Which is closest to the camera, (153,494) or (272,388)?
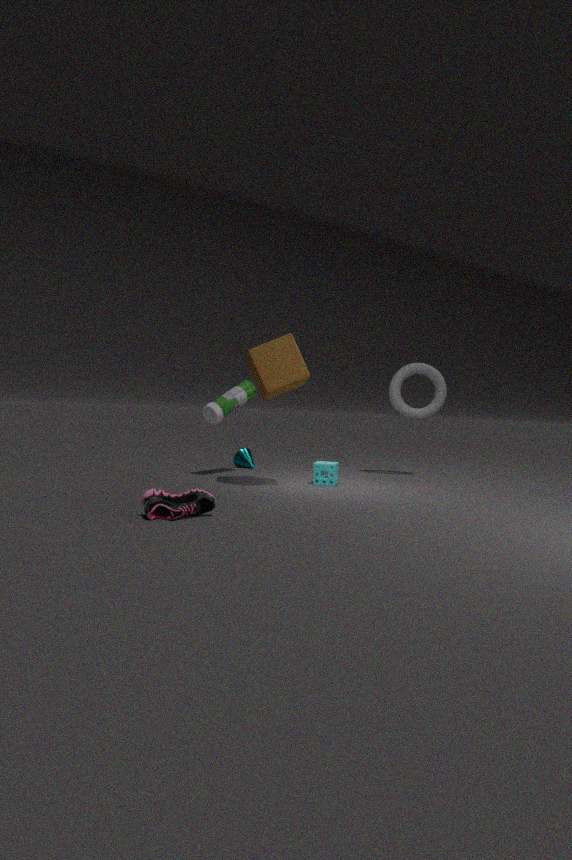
(153,494)
